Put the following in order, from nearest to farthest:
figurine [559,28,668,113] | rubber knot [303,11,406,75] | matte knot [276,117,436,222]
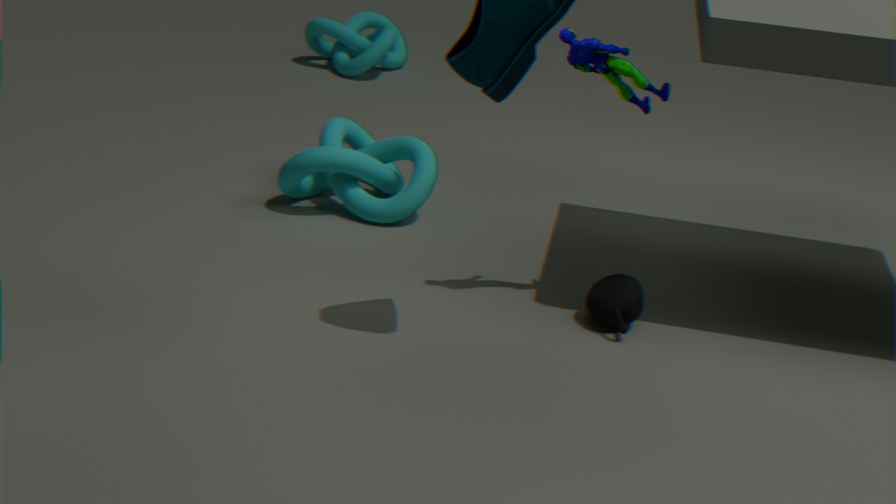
figurine [559,28,668,113] < matte knot [276,117,436,222] < rubber knot [303,11,406,75]
